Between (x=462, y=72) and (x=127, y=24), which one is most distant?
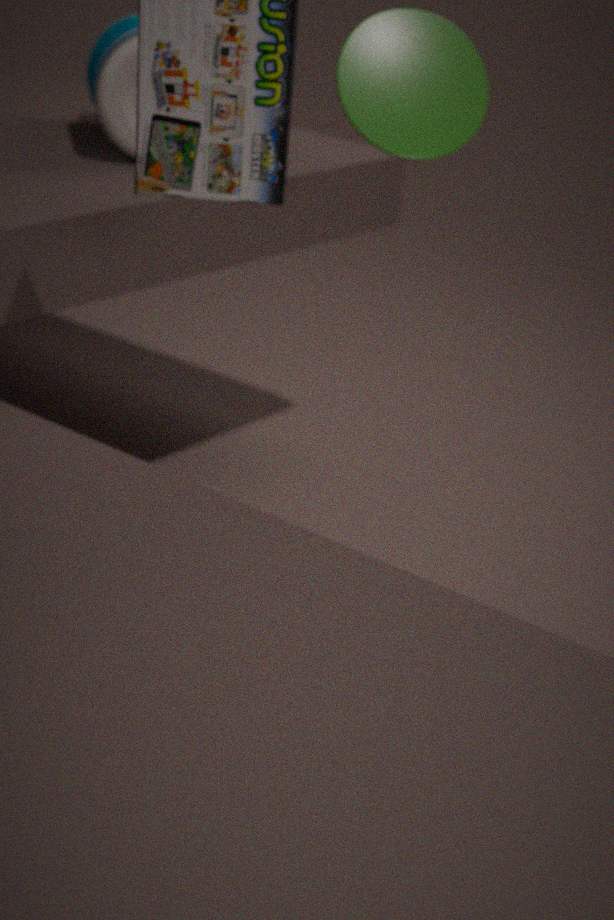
(x=127, y=24)
